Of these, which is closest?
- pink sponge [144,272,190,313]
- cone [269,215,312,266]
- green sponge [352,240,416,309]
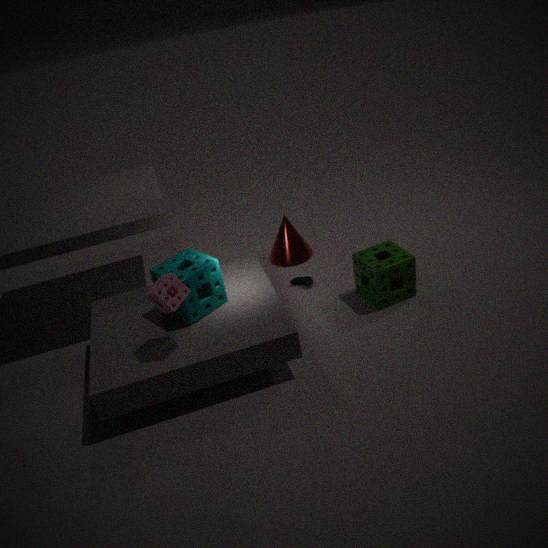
pink sponge [144,272,190,313]
